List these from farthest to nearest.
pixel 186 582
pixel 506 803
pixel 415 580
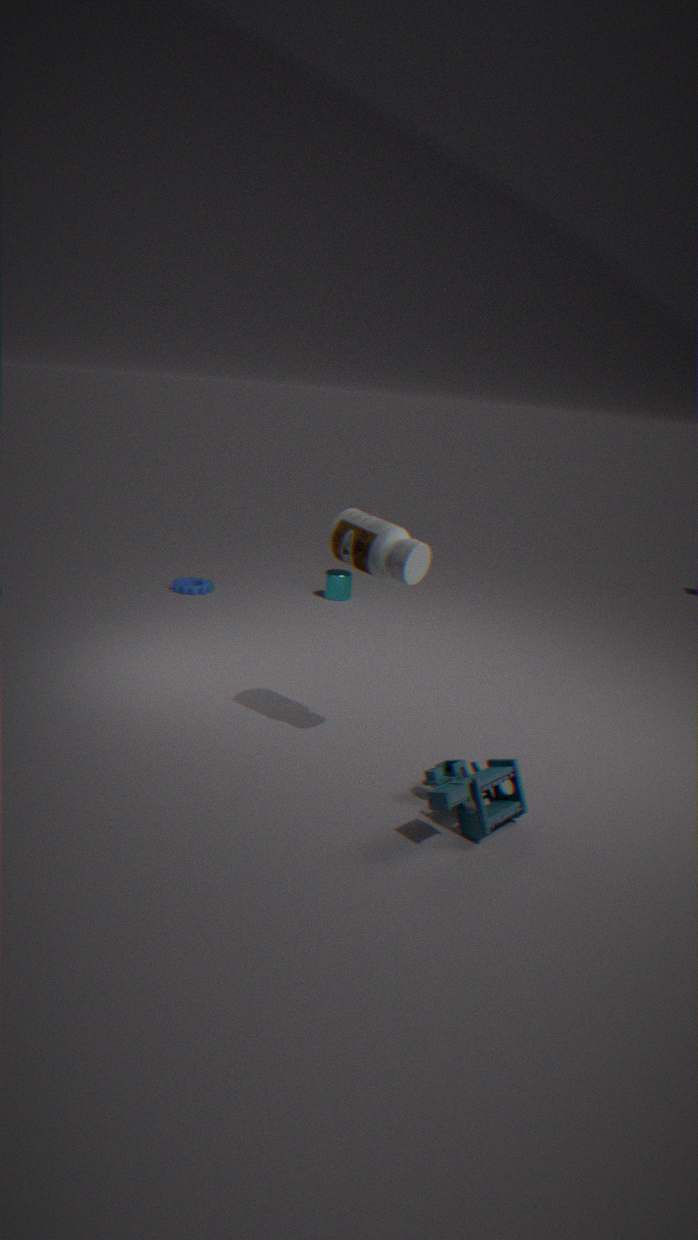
pixel 186 582 < pixel 415 580 < pixel 506 803
